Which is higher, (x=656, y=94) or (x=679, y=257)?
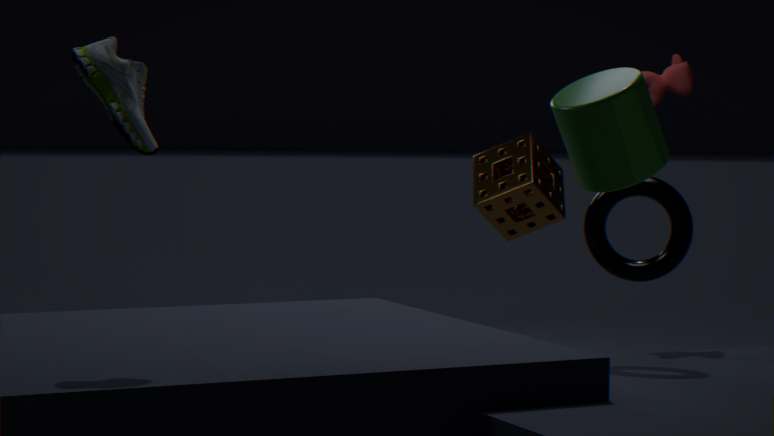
(x=656, y=94)
